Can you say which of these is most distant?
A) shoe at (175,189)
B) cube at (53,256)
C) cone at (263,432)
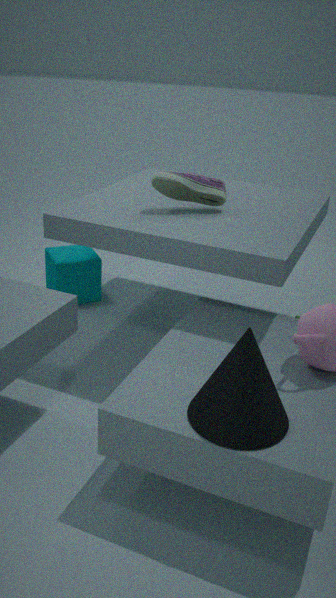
cube at (53,256)
